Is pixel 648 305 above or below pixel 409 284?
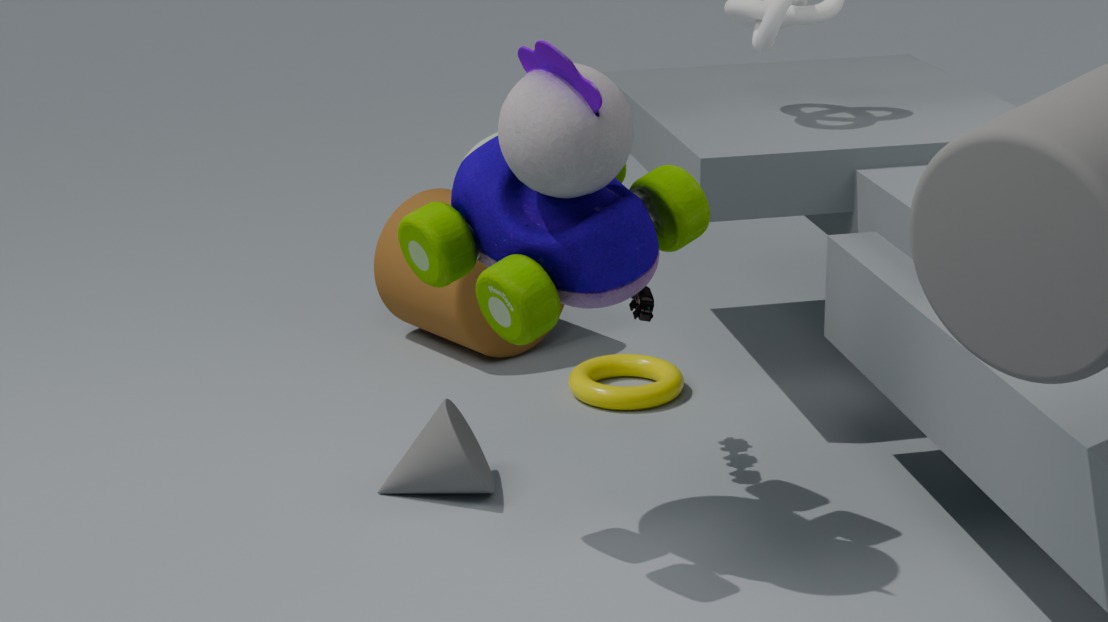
above
